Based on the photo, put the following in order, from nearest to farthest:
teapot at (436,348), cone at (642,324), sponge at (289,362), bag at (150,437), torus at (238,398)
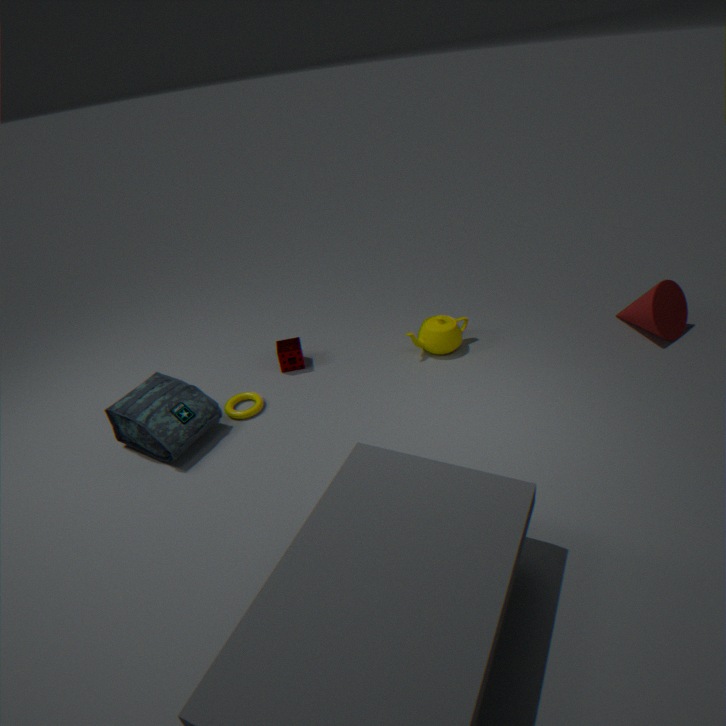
bag at (150,437) → torus at (238,398) → cone at (642,324) → teapot at (436,348) → sponge at (289,362)
